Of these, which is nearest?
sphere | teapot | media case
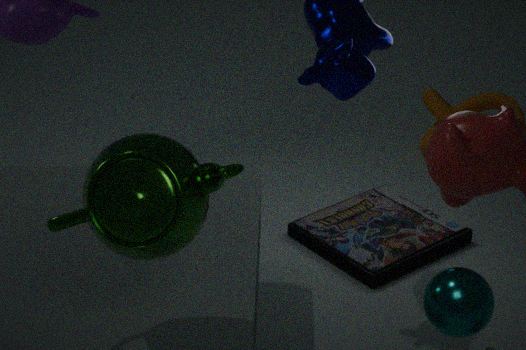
teapot
